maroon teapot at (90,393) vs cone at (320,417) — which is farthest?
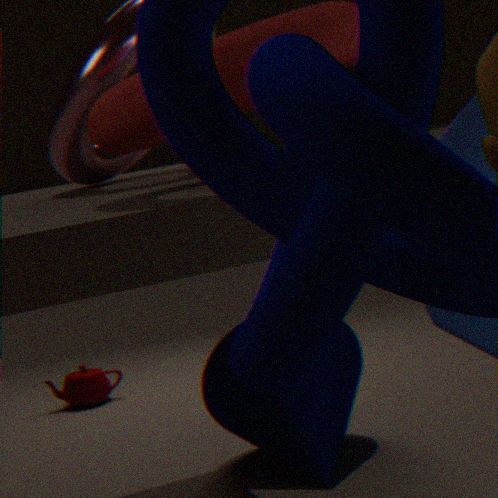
maroon teapot at (90,393)
